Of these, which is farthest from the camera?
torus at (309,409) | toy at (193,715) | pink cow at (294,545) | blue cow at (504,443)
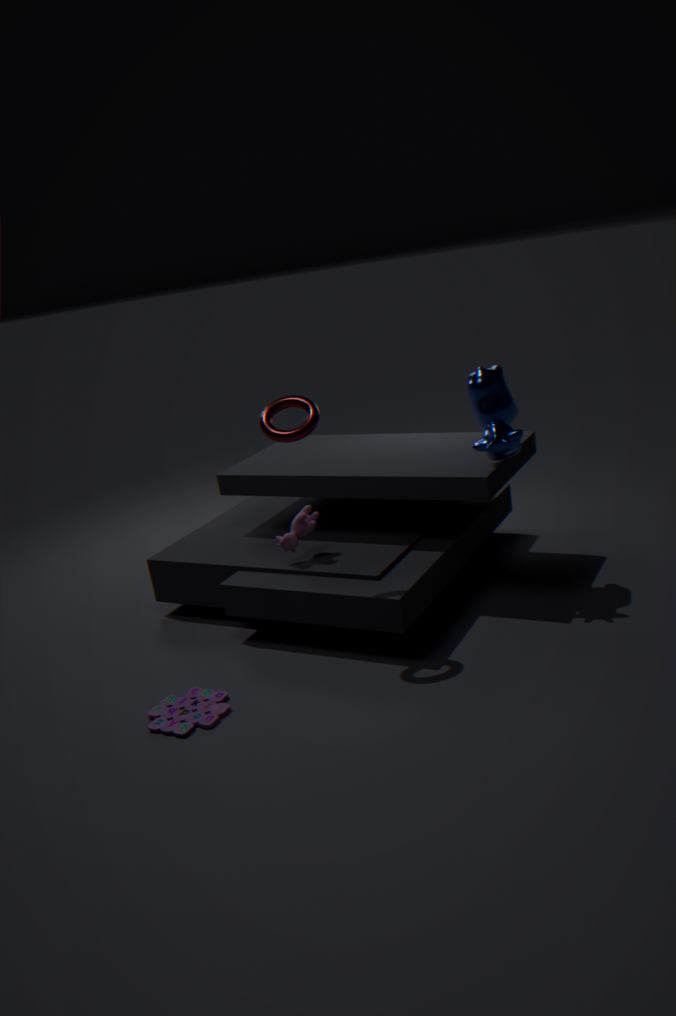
pink cow at (294,545)
